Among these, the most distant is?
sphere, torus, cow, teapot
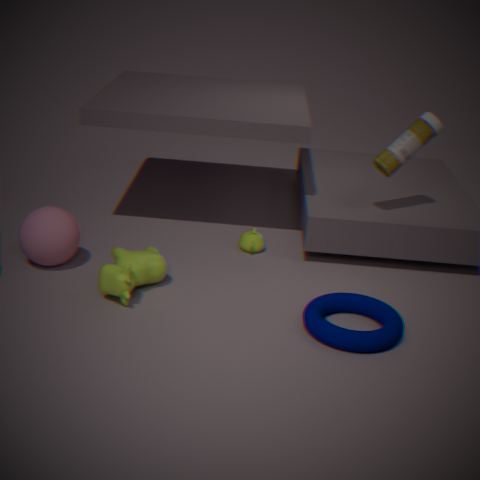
teapot
